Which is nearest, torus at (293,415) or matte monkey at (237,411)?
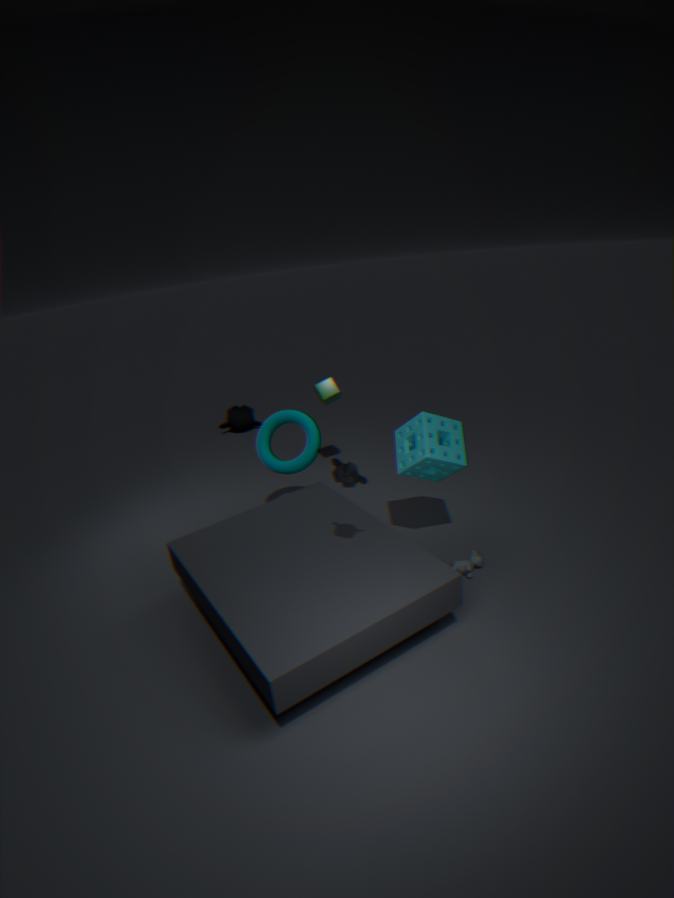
torus at (293,415)
